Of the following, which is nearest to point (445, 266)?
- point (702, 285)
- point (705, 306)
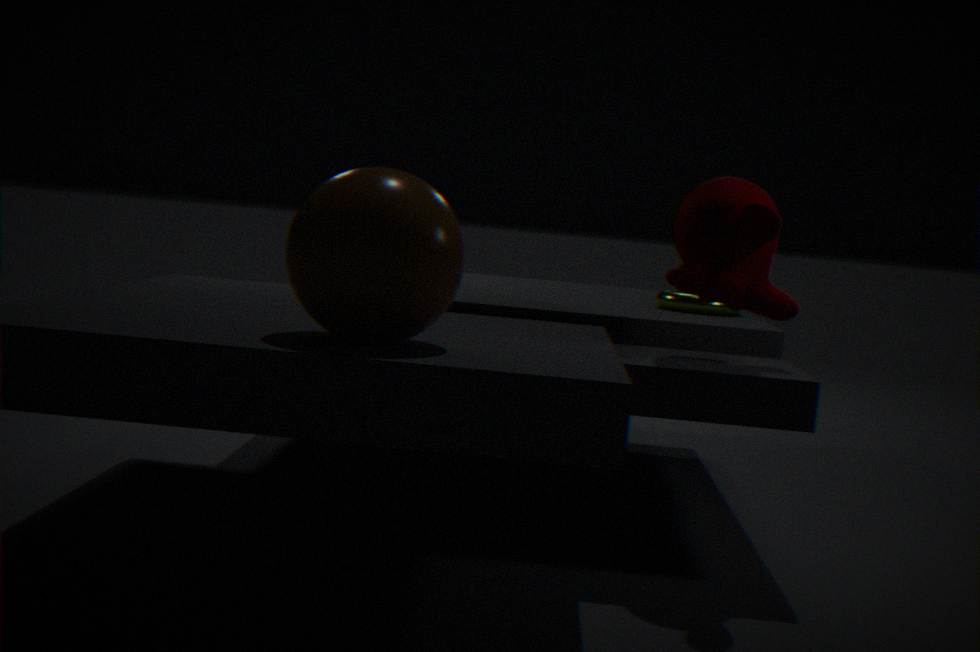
point (702, 285)
